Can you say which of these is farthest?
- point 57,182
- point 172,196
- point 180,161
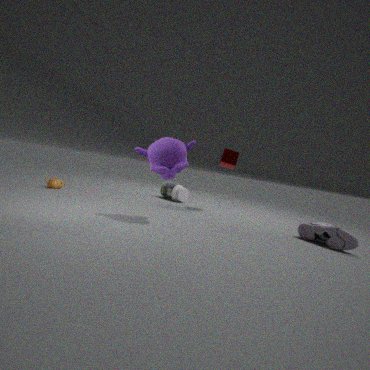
point 172,196
